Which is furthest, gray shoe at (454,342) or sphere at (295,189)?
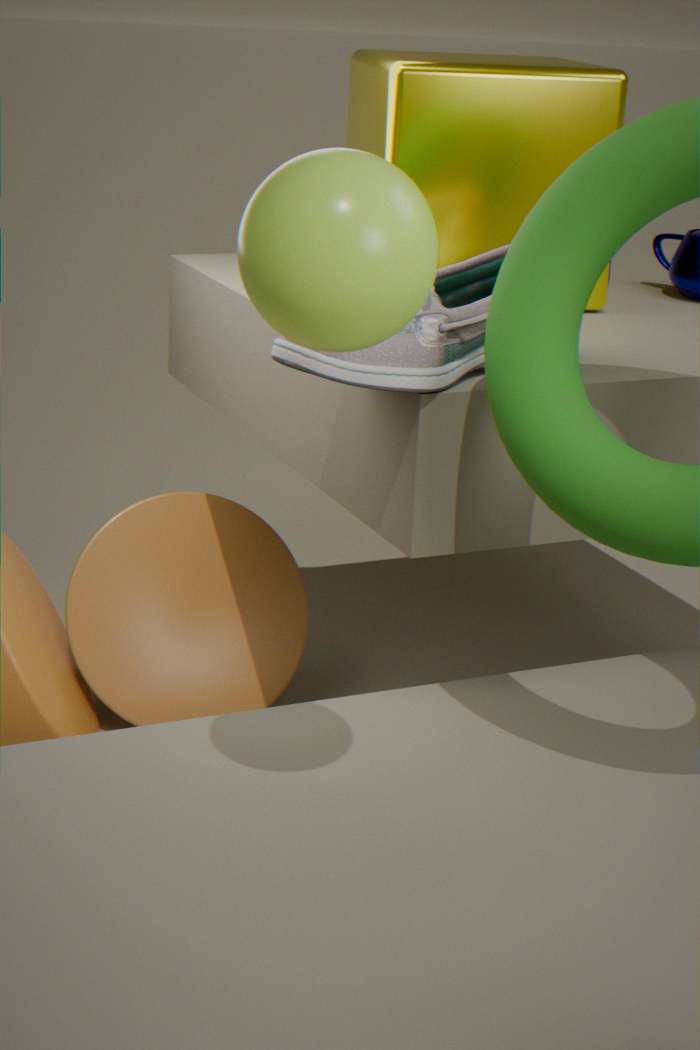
gray shoe at (454,342)
